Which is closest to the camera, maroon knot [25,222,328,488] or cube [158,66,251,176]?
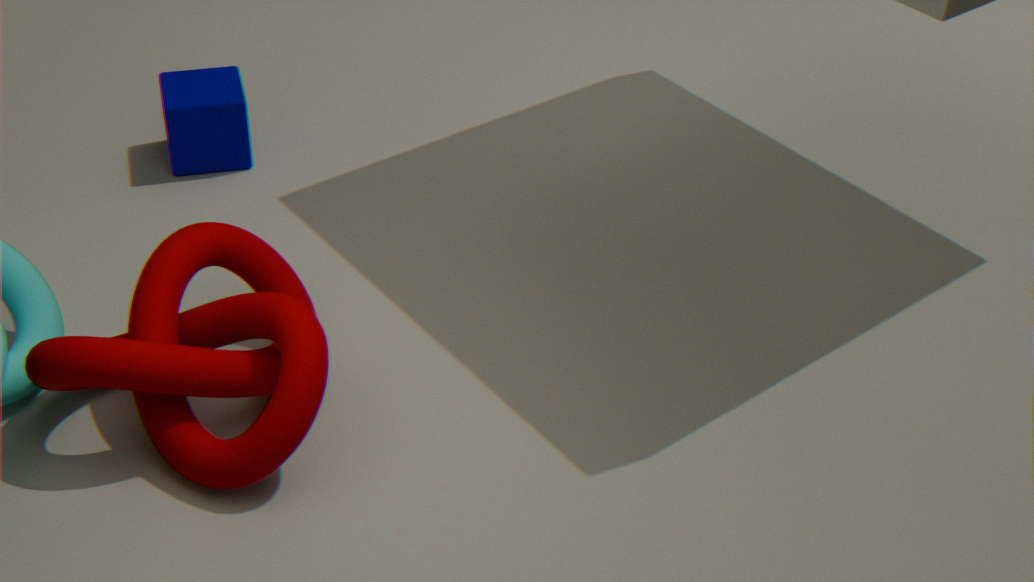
maroon knot [25,222,328,488]
